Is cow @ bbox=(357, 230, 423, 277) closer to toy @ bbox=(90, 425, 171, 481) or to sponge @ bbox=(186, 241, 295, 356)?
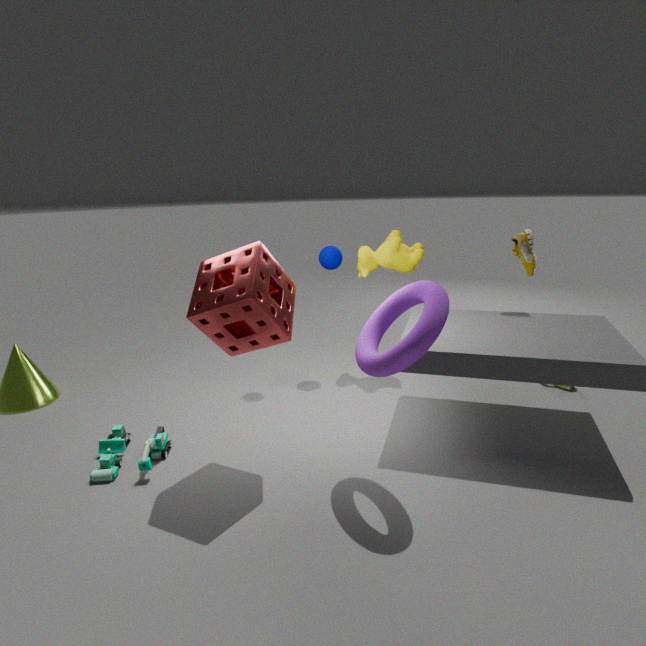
sponge @ bbox=(186, 241, 295, 356)
